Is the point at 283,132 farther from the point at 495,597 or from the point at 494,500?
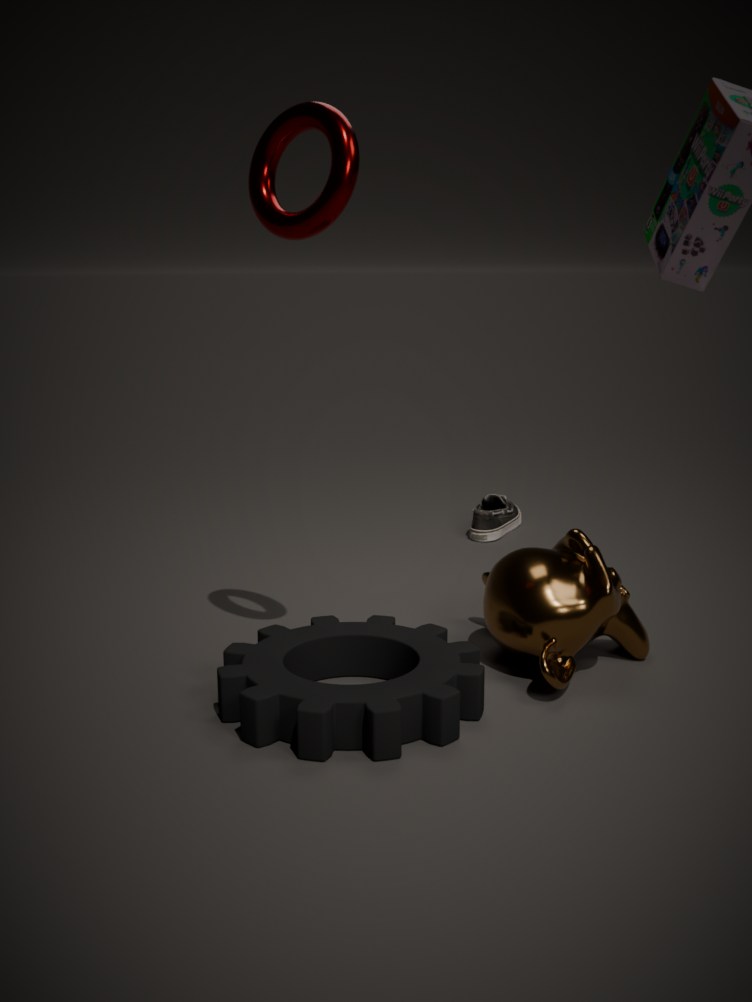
the point at 494,500
